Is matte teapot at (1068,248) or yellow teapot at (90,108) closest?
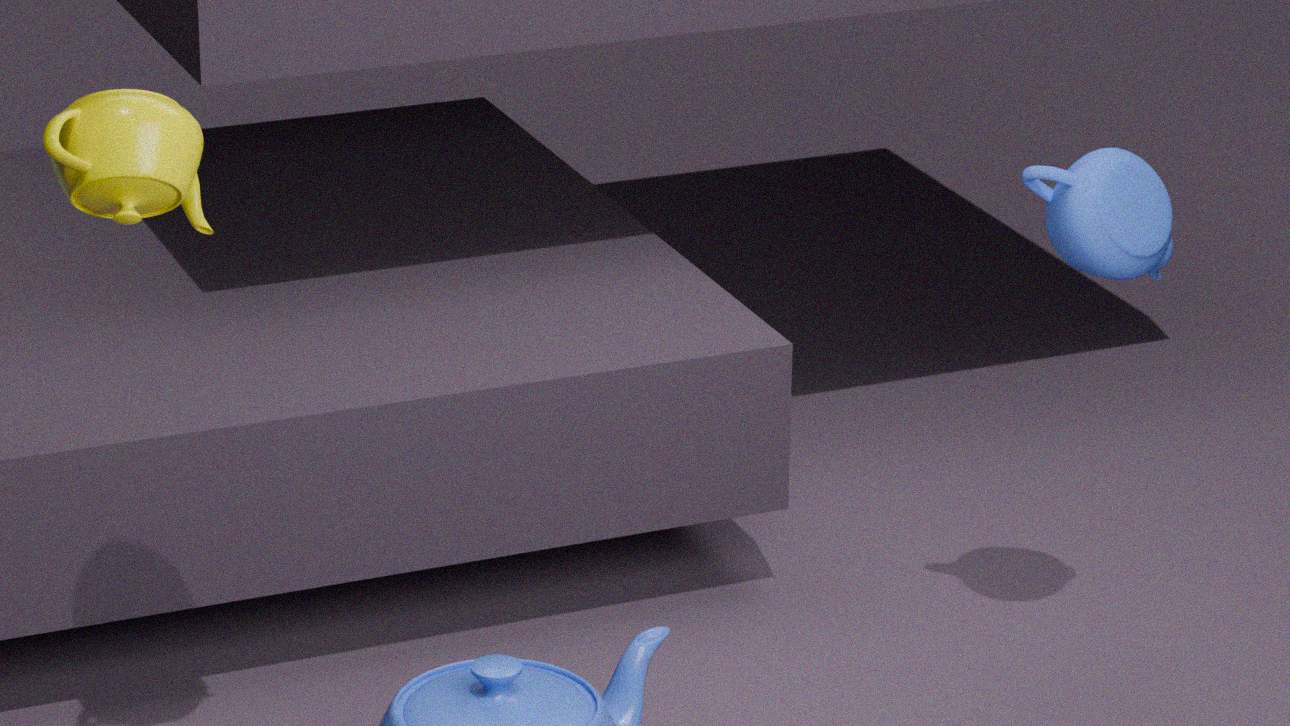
yellow teapot at (90,108)
